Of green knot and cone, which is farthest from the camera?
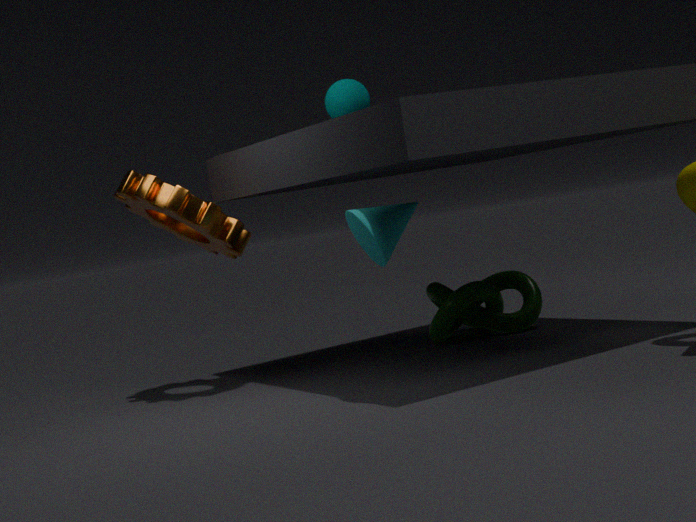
green knot
